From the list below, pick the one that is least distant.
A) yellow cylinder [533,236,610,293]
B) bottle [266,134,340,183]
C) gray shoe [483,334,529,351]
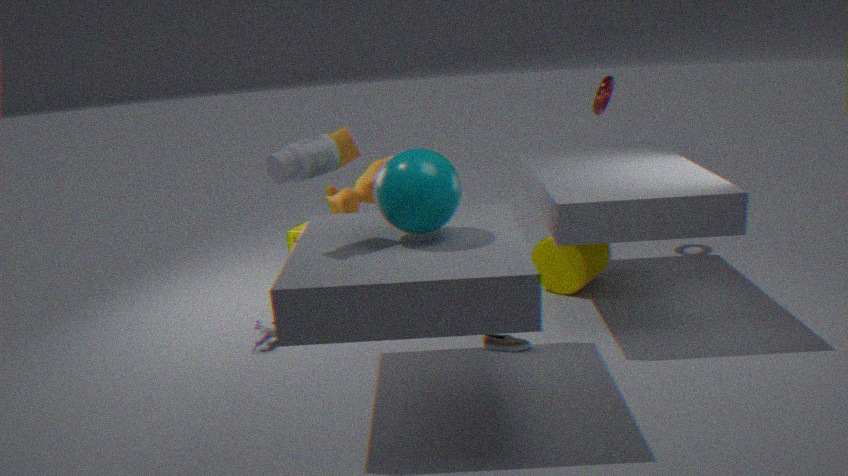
bottle [266,134,340,183]
